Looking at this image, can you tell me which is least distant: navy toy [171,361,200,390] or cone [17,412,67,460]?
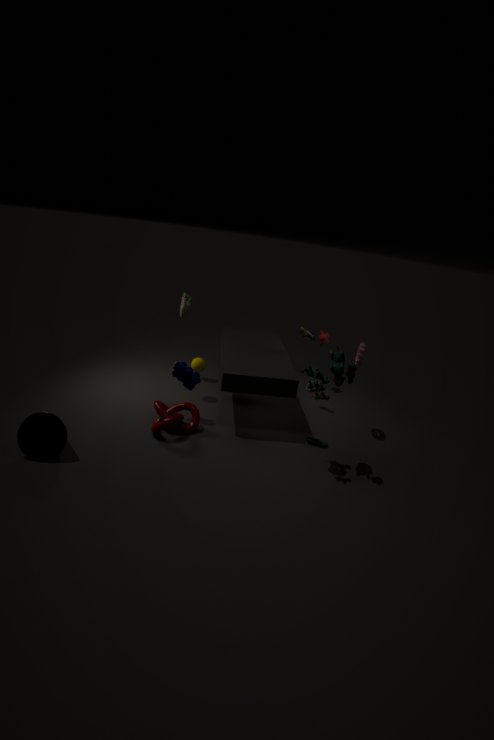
cone [17,412,67,460]
